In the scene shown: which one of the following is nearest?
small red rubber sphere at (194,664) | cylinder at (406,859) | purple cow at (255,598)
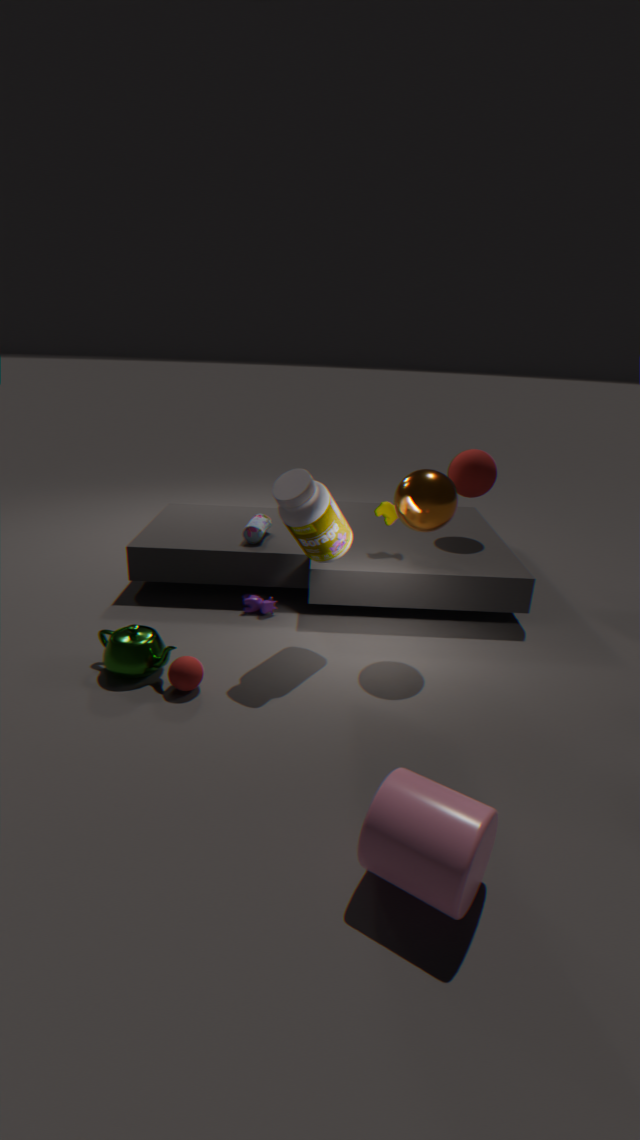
cylinder at (406,859)
